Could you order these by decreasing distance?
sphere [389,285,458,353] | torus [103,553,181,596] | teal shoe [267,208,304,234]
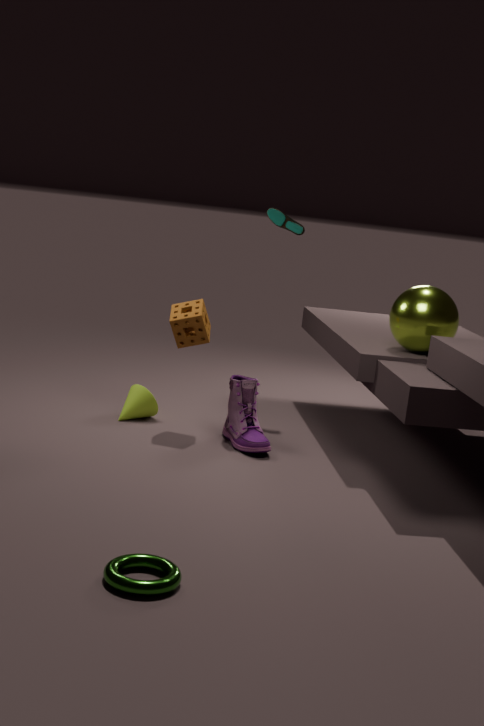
teal shoe [267,208,304,234] → sphere [389,285,458,353] → torus [103,553,181,596]
